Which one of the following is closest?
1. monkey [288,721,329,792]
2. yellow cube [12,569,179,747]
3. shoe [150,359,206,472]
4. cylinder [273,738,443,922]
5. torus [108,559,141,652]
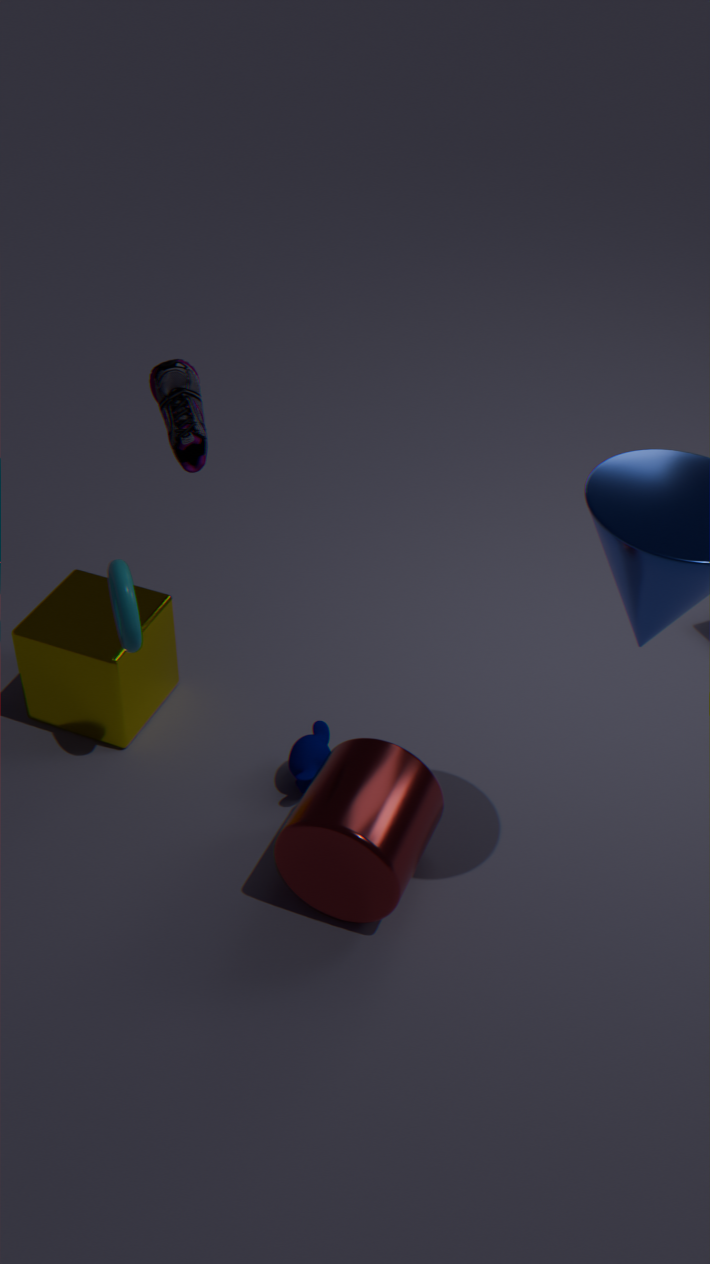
cylinder [273,738,443,922]
